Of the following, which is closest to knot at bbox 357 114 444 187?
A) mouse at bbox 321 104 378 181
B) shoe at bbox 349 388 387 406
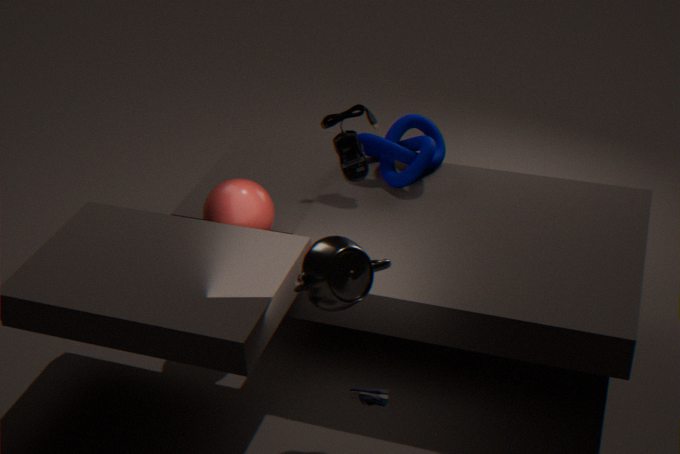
mouse at bbox 321 104 378 181
